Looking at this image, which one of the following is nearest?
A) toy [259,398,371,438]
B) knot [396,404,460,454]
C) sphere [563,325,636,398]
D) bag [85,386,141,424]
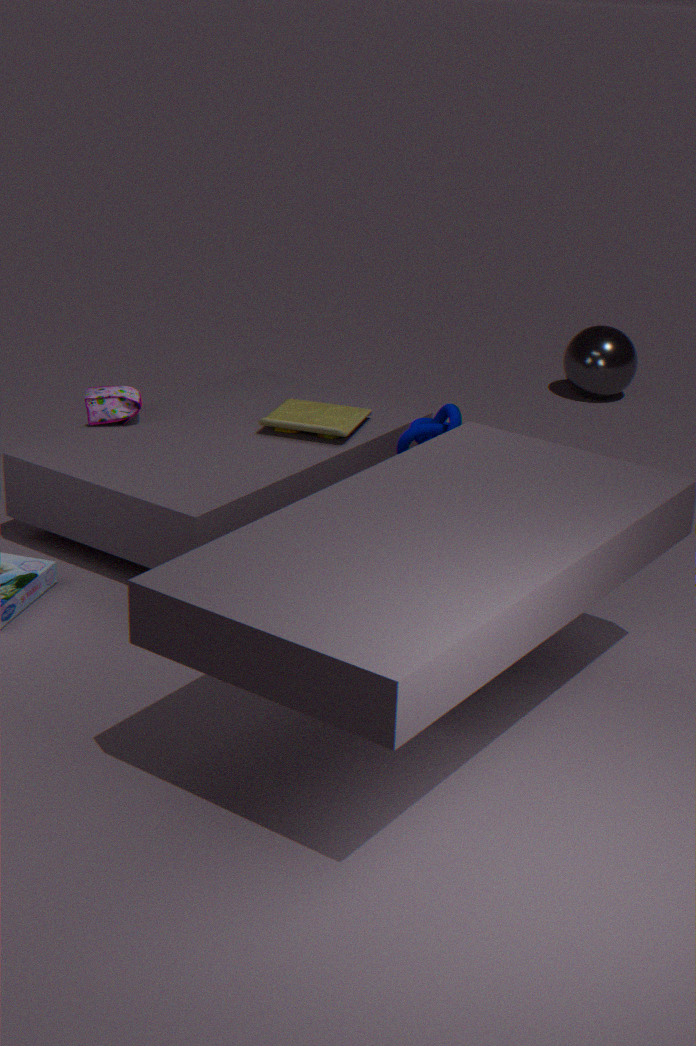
knot [396,404,460,454]
